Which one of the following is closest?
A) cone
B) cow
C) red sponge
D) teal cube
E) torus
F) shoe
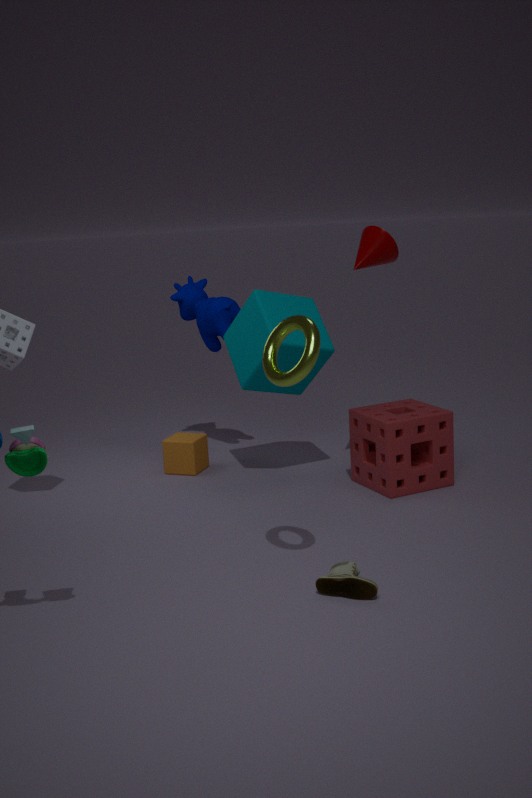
torus
